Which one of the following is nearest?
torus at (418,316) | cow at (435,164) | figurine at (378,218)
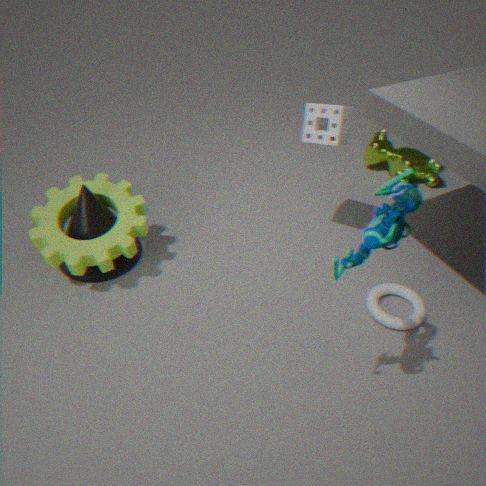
figurine at (378,218)
